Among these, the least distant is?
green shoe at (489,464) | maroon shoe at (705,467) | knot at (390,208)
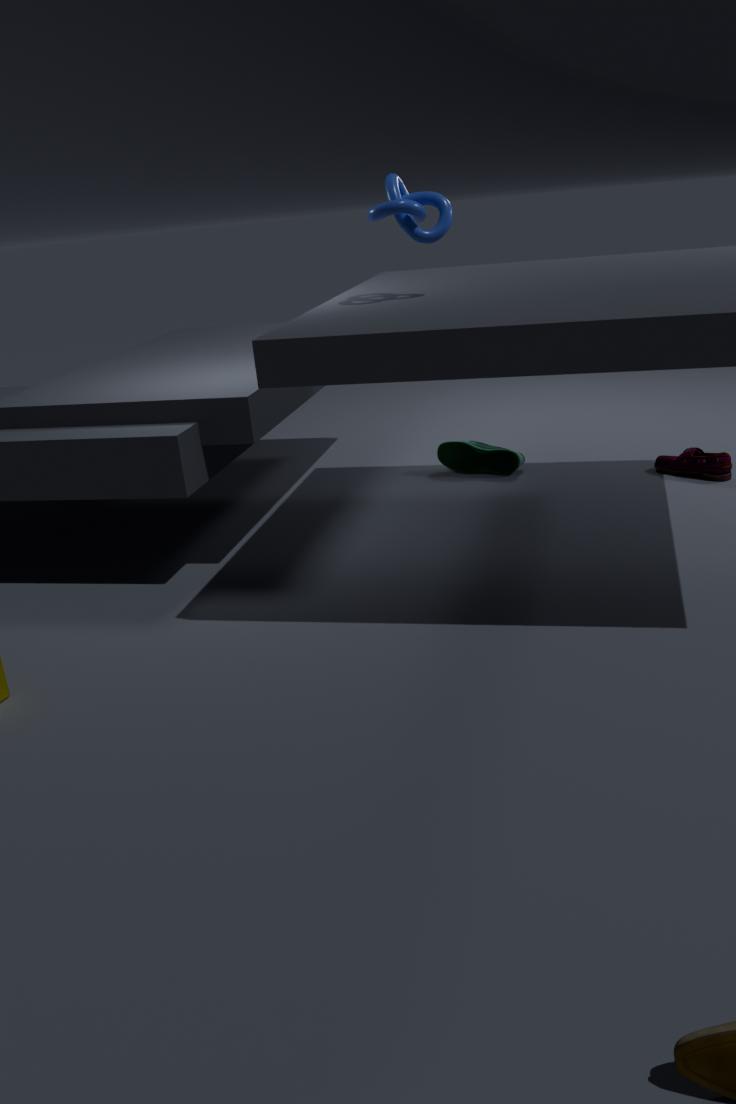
knot at (390,208)
